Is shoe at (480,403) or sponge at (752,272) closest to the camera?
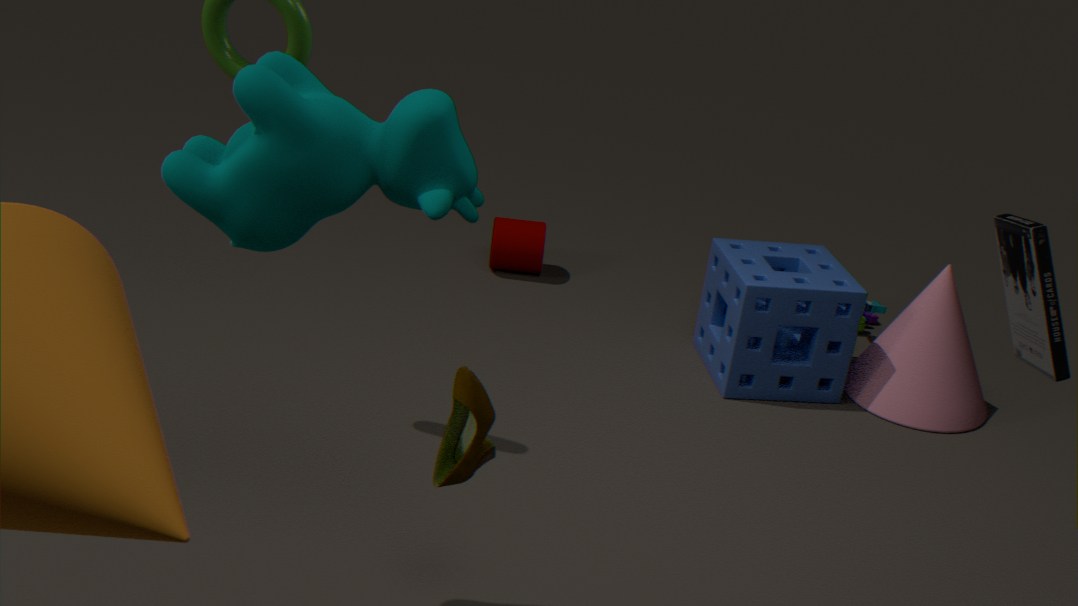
shoe at (480,403)
